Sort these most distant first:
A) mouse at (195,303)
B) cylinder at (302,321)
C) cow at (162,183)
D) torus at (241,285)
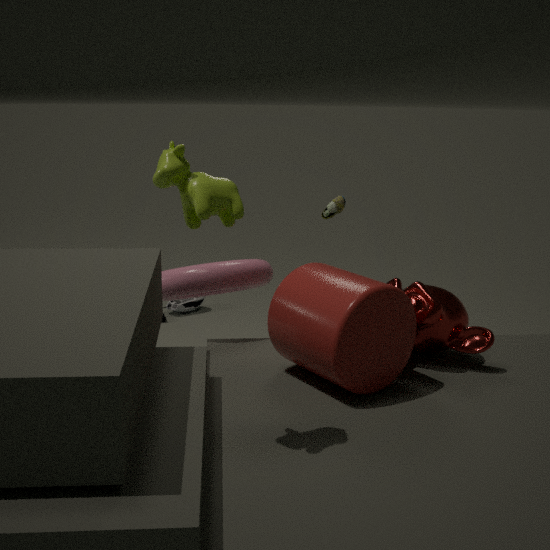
mouse at (195,303) → torus at (241,285) → cylinder at (302,321) → cow at (162,183)
